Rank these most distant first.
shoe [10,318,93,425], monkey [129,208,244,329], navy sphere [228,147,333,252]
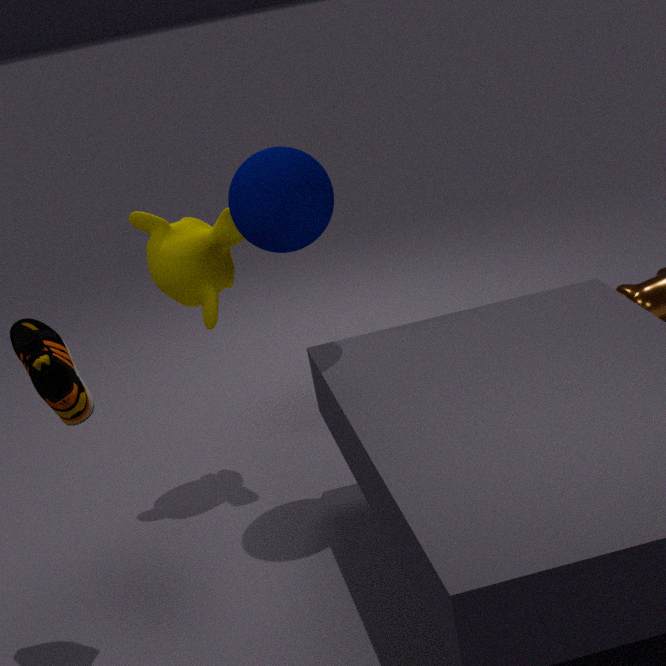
monkey [129,208,244,329] < navy sphere [228,147,333,252] < shoe [10,318,93,425]
